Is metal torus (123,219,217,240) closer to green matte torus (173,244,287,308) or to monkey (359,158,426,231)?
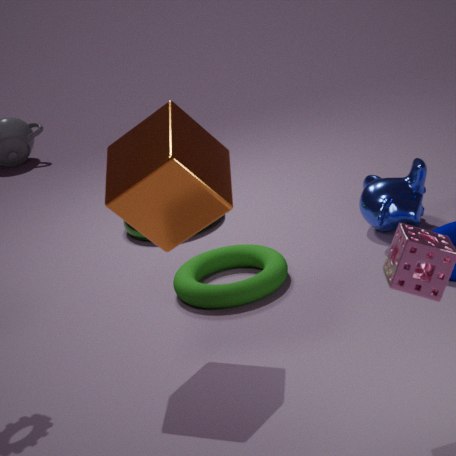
green matte torus (173,244,287,308)
